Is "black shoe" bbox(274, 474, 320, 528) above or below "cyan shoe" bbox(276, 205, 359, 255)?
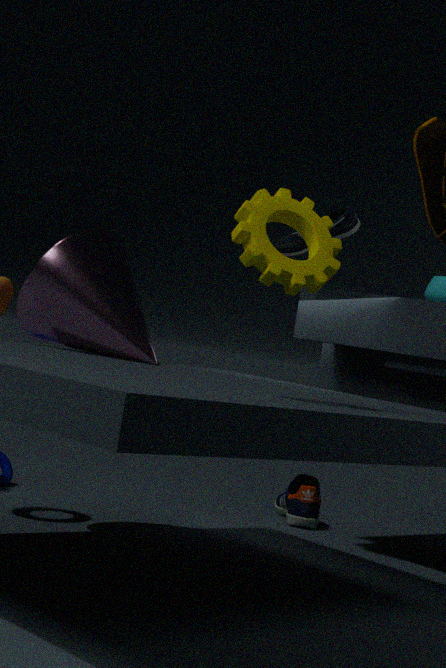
below
